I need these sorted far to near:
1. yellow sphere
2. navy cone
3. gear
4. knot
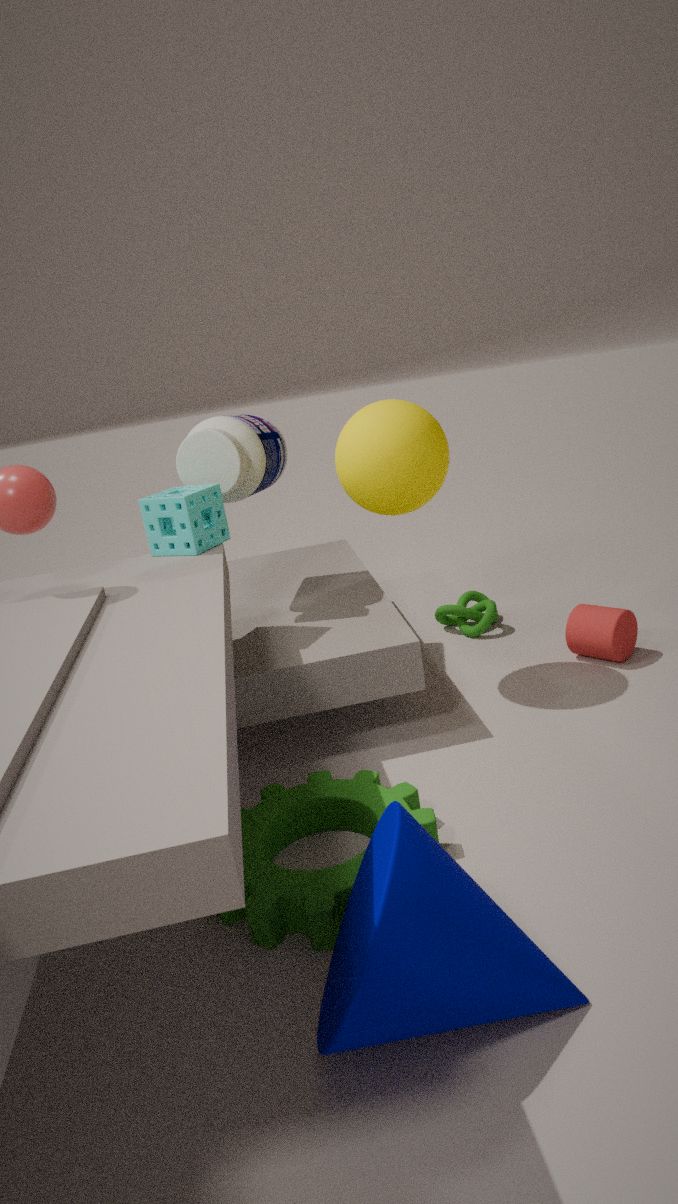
1. knot
2. yellow sphere
3. gear
4. navy cone
